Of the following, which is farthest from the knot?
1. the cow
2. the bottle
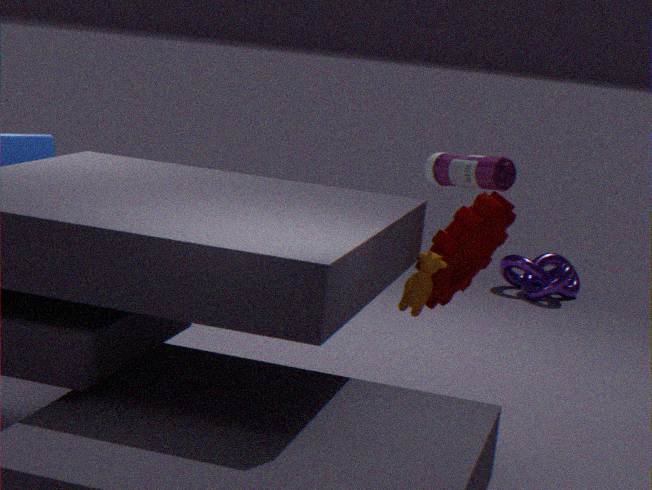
the cow
